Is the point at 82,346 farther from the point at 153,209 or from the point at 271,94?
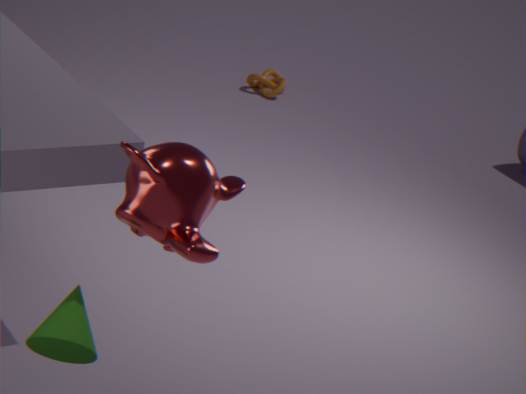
the point at 271,94
